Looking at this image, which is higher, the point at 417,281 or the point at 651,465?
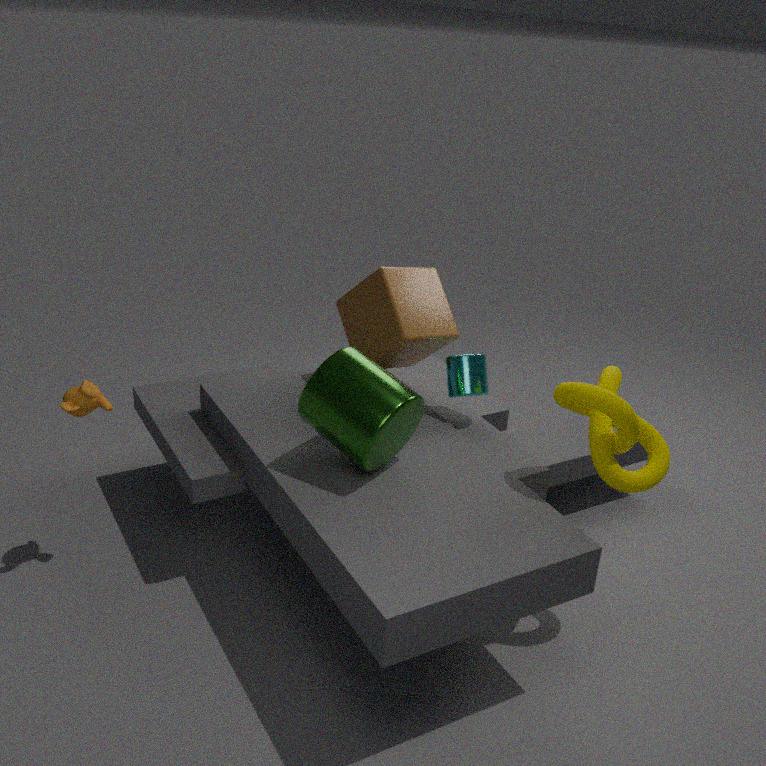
the point at 417,281
